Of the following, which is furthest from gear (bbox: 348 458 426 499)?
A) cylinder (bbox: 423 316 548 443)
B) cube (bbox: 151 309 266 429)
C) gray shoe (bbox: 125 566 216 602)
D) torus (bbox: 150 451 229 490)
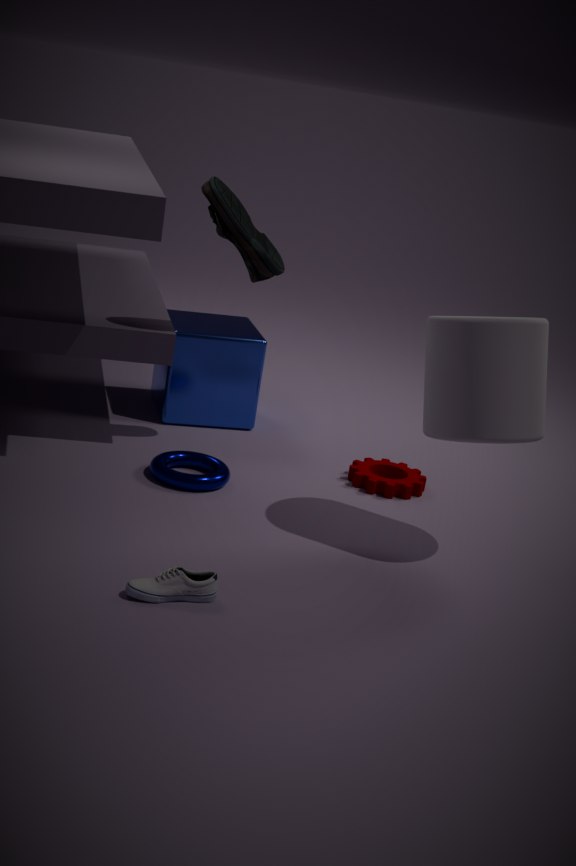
gray shoe (bbox: 125 566 216 602)
